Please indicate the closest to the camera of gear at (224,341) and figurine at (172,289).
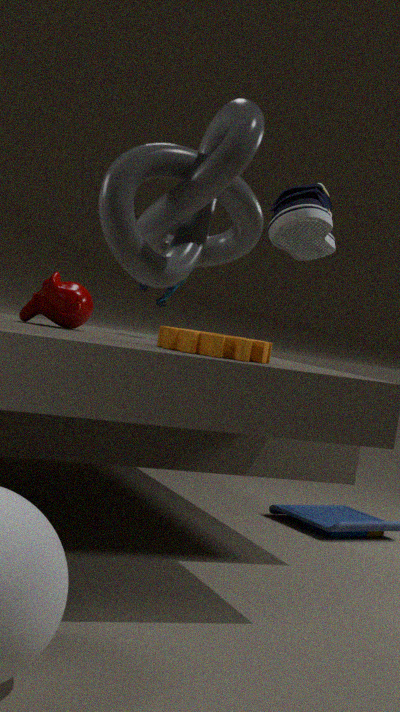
gear at (224,341)
